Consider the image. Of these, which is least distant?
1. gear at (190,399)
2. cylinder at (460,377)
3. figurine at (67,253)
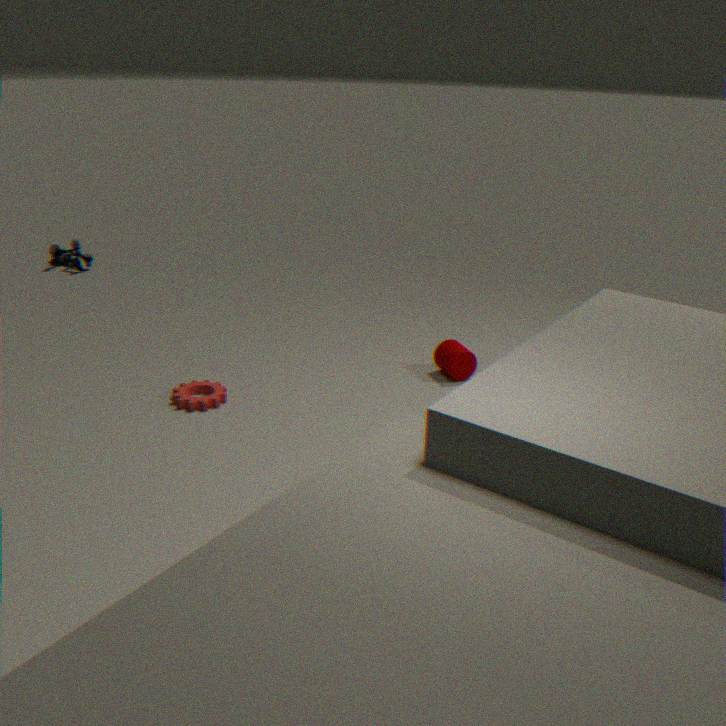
gear at (190,399)
